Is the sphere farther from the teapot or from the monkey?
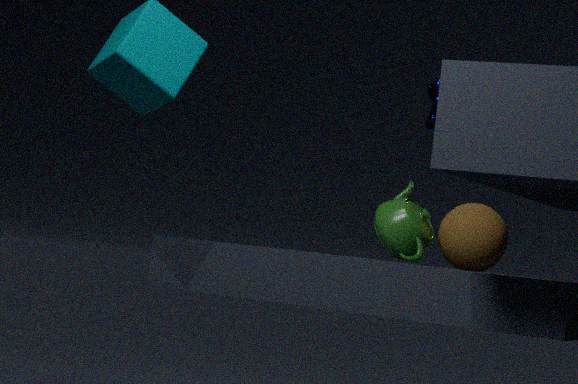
the monkey
